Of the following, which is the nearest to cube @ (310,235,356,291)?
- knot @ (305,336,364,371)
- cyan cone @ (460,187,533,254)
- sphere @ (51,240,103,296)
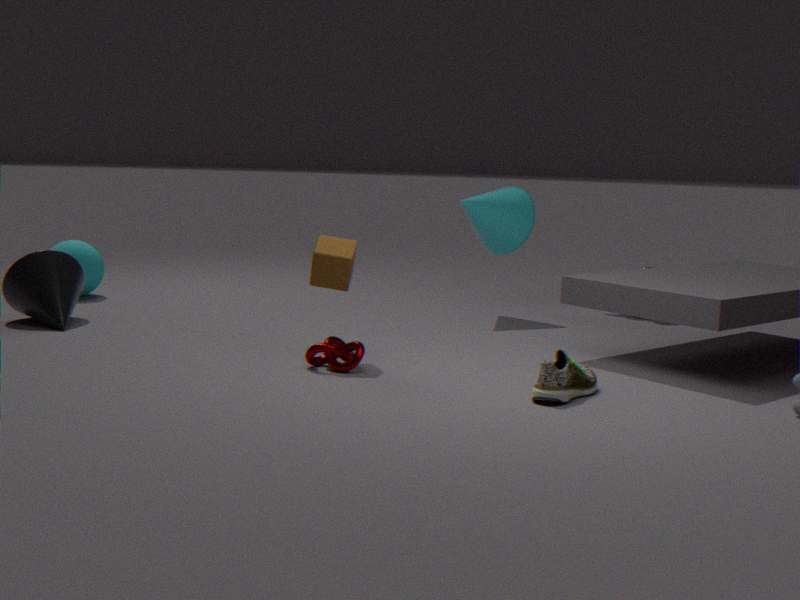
knot @ (305,336,364,371)
